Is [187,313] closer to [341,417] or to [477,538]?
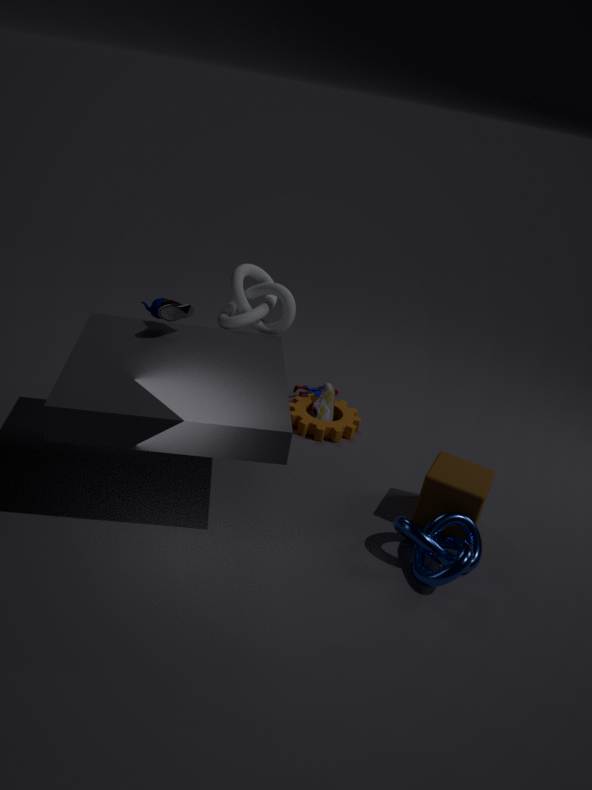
[341,417]
